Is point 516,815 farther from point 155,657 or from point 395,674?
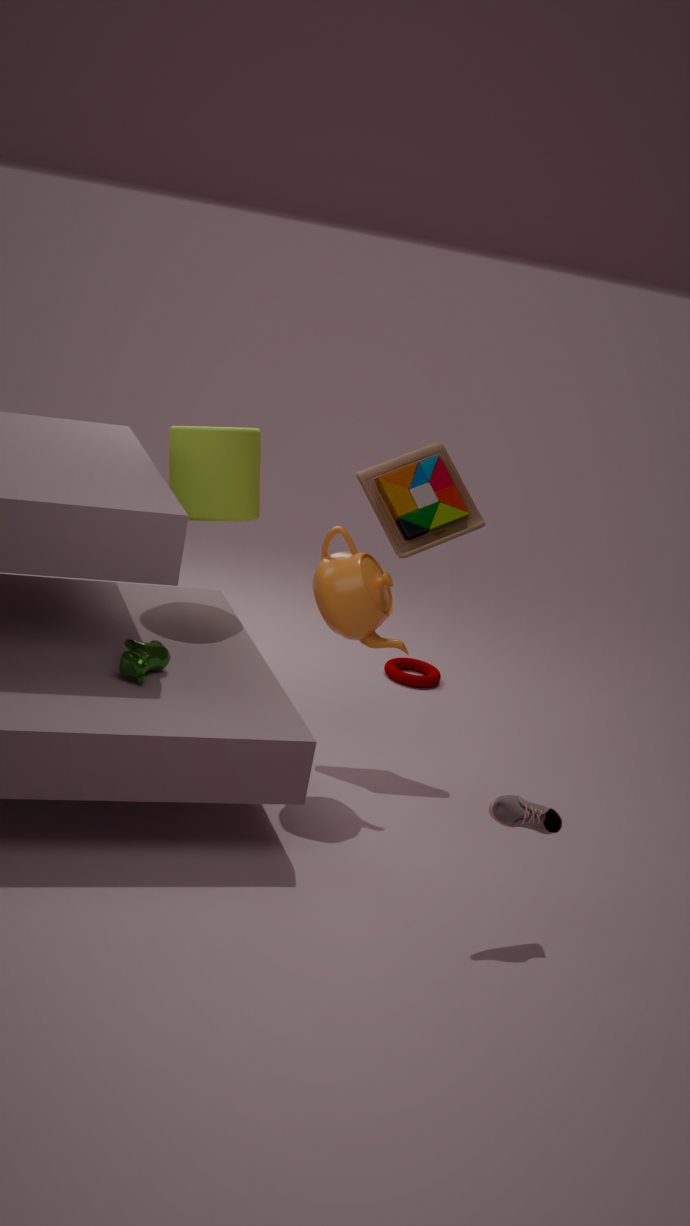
point 395,674
